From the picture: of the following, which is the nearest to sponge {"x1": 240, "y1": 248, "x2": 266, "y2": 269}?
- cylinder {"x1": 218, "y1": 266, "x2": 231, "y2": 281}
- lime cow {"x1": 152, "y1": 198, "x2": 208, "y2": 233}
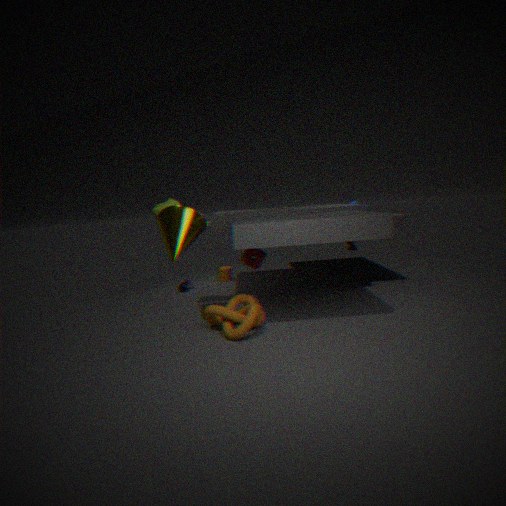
lime cow {"x1": 152, "y1": 198, "x2": 208, "y2": 233}
